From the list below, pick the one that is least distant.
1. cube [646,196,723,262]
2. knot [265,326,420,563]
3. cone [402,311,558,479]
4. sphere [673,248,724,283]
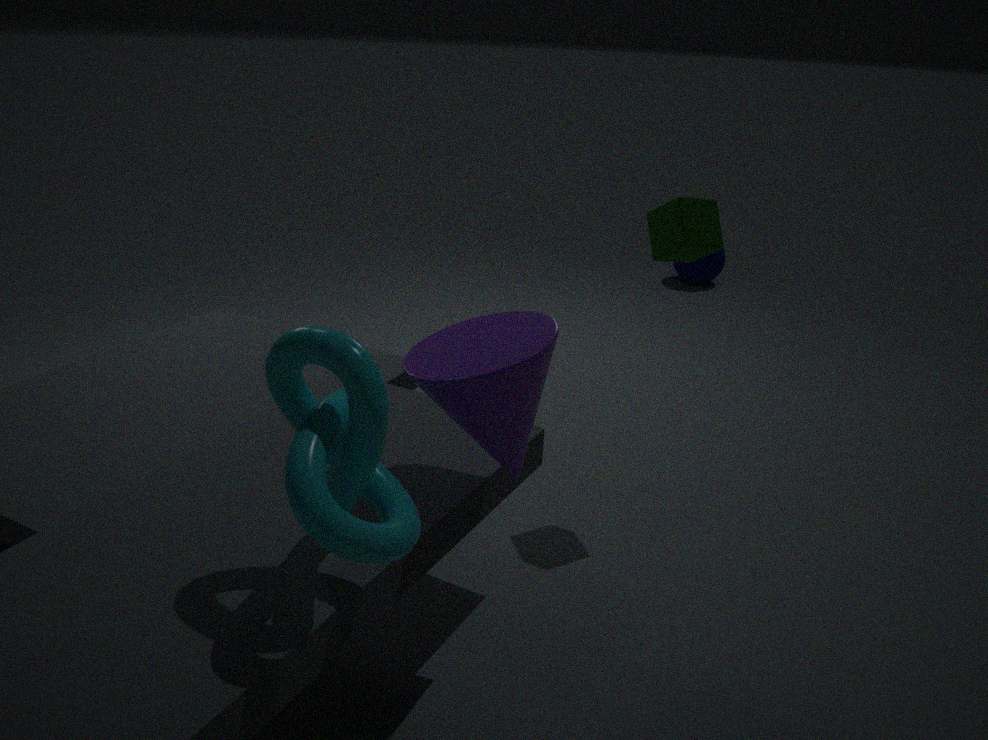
knot [265,326,420,563]
